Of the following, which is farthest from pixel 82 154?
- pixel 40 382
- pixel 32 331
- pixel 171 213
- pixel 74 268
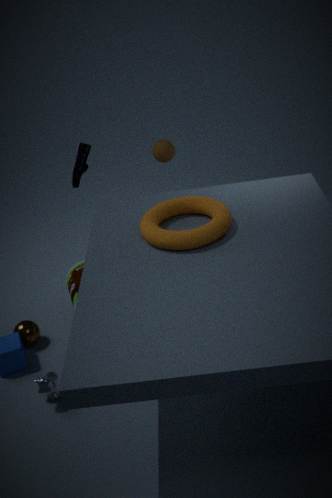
pixel 40 382
